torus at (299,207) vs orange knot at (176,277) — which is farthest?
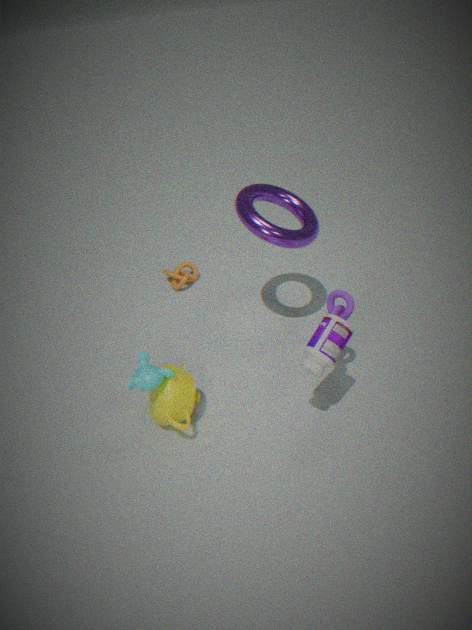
orange knot at (176,277)
